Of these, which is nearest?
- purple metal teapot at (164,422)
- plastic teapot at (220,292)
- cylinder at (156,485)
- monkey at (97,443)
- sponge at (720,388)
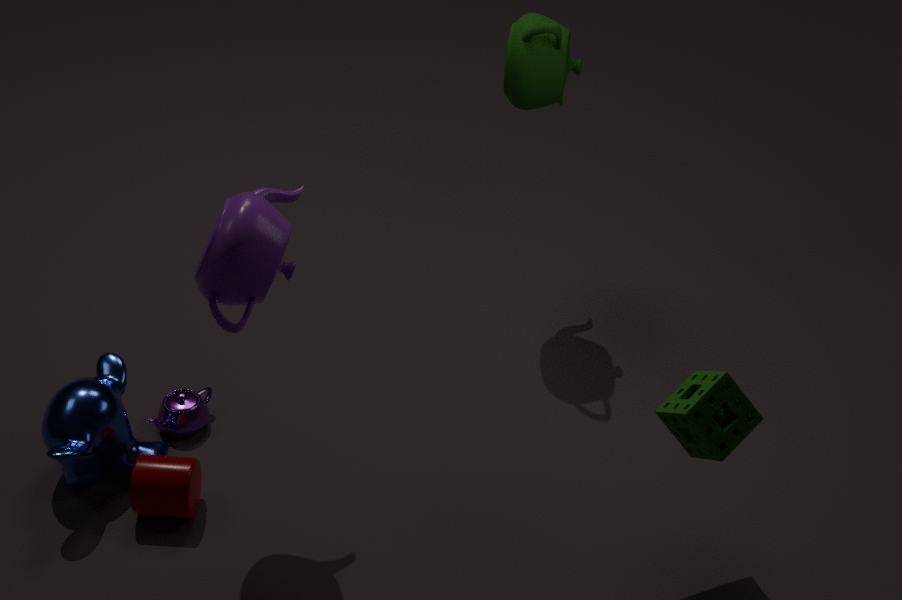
plastic teapot at (220,292)
